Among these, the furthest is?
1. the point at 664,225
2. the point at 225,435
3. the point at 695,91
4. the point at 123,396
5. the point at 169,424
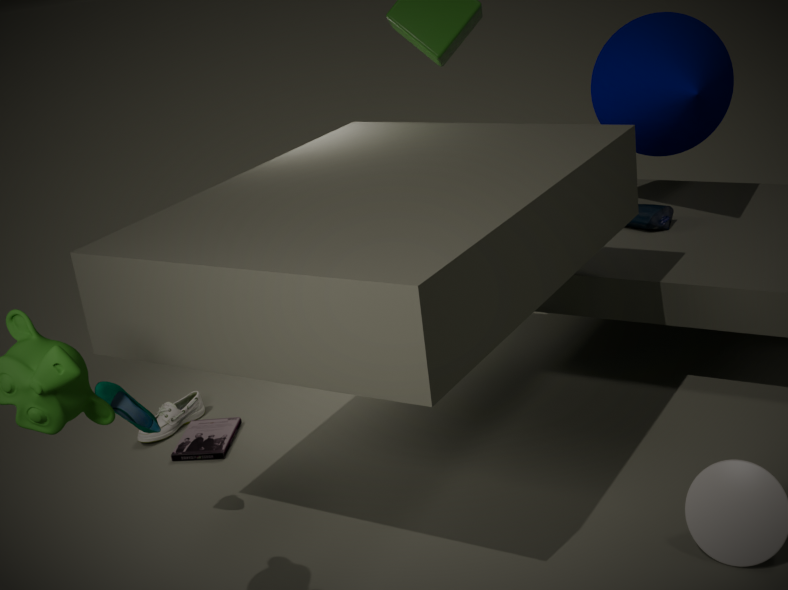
the point at 664,225
